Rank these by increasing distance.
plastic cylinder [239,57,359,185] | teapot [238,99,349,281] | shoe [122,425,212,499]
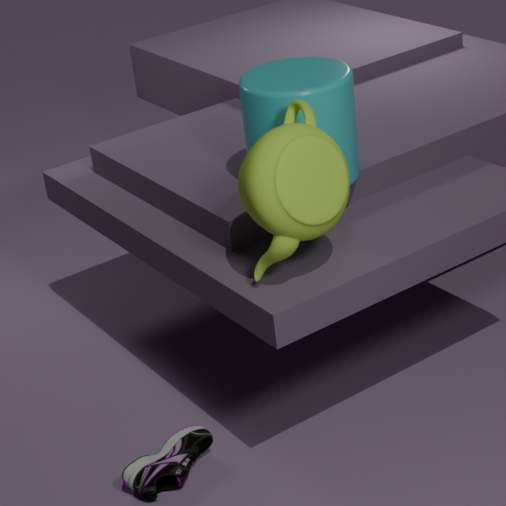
1. teapot [238,99,349,281]
2. plastic cylinder [239,57,359,185]
3. shoe [122,425,212,499]
